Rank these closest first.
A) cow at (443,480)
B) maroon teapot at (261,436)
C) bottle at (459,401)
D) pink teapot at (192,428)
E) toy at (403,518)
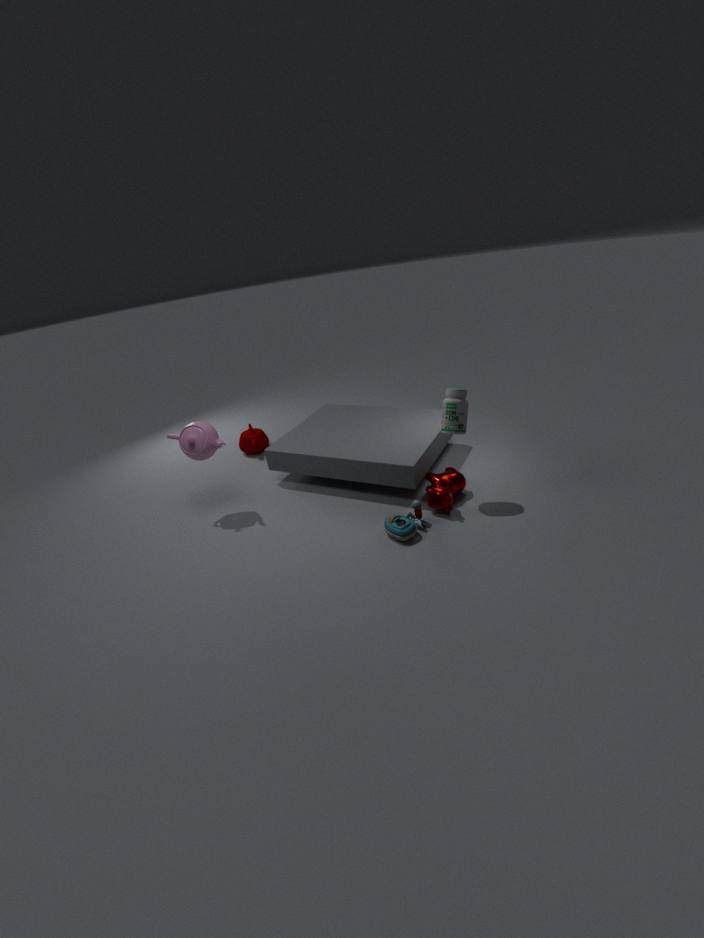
toy at (403,518), bottle at (459,401), cow at (443,480), pink teapot at (192,428), maroon teapot at (261,436)
